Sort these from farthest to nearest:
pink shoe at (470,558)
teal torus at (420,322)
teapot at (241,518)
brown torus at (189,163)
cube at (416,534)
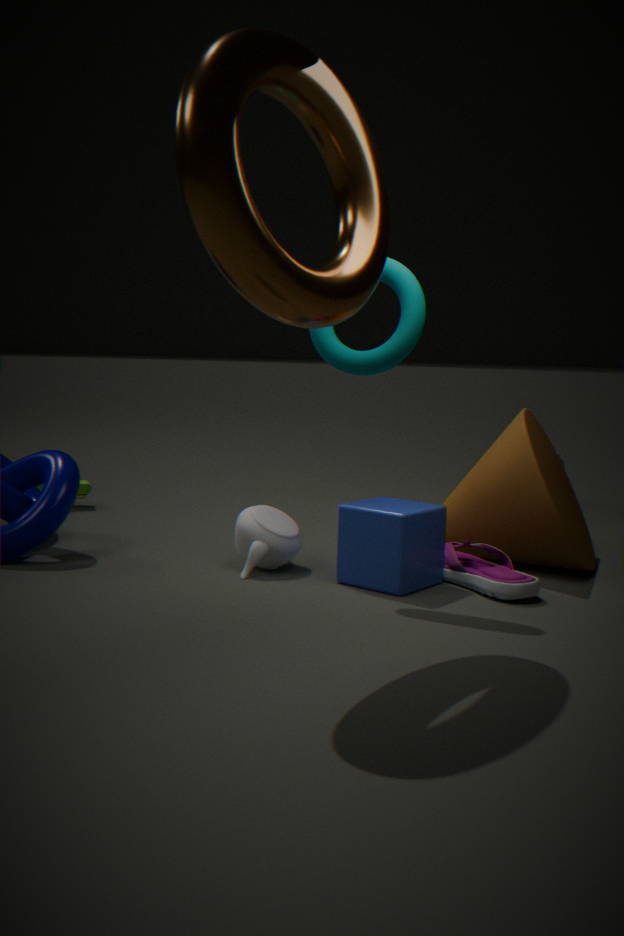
teapot at (241,518) < cube at (416,534) < teal torus at (420,322) < pink shoe at (470,558) < brown torus at (189,163)
